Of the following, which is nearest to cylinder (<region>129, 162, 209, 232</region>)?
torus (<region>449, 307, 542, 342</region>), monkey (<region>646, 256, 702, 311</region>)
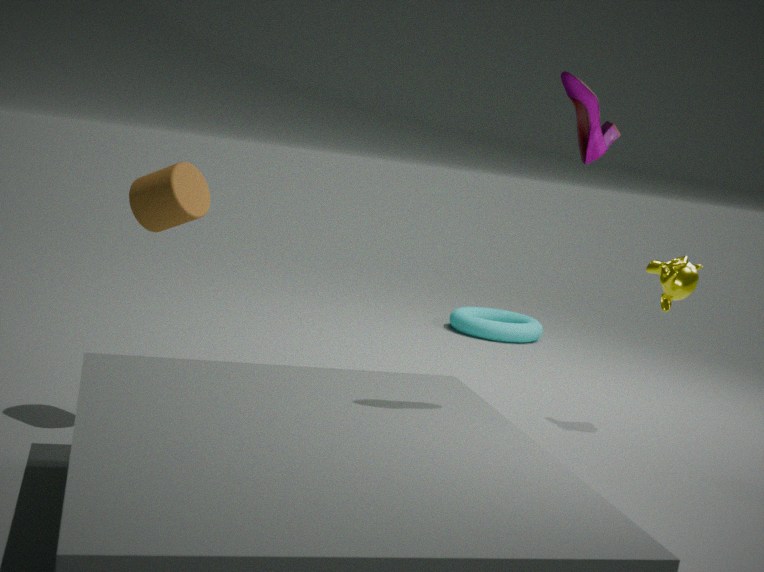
monkey (<region>646, 256, 702, 311</region>)
